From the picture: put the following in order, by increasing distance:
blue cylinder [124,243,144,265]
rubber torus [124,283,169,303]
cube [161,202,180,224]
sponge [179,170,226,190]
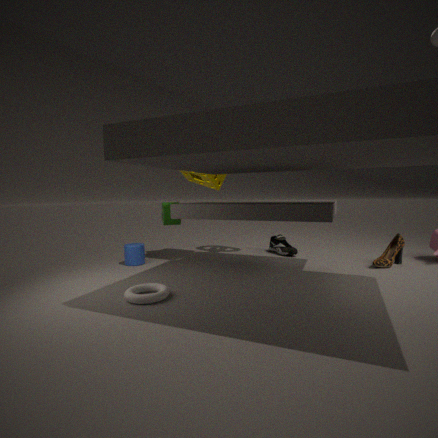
1. rubber torus [124,283,169,303]
2. sponge [179,170,226,190]
3. blue cylinder [124,243,144,265]
4. cube [161,202,180,224]
